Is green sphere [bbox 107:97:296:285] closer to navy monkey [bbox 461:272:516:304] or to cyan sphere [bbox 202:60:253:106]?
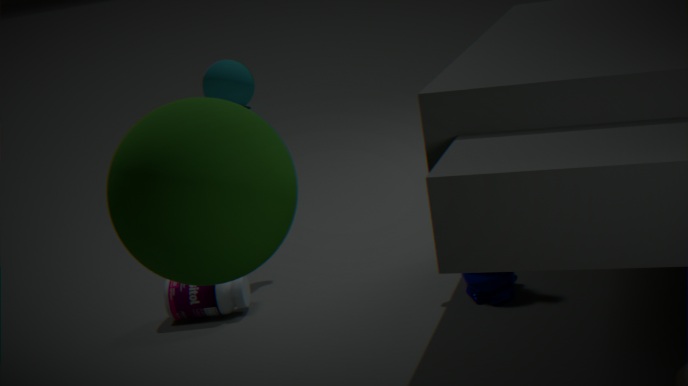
navy monkey [bbox 461:272:516:304]
